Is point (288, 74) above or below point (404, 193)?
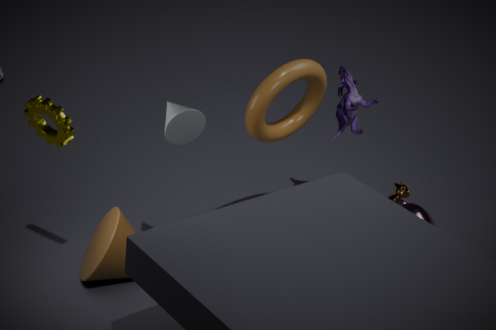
above
